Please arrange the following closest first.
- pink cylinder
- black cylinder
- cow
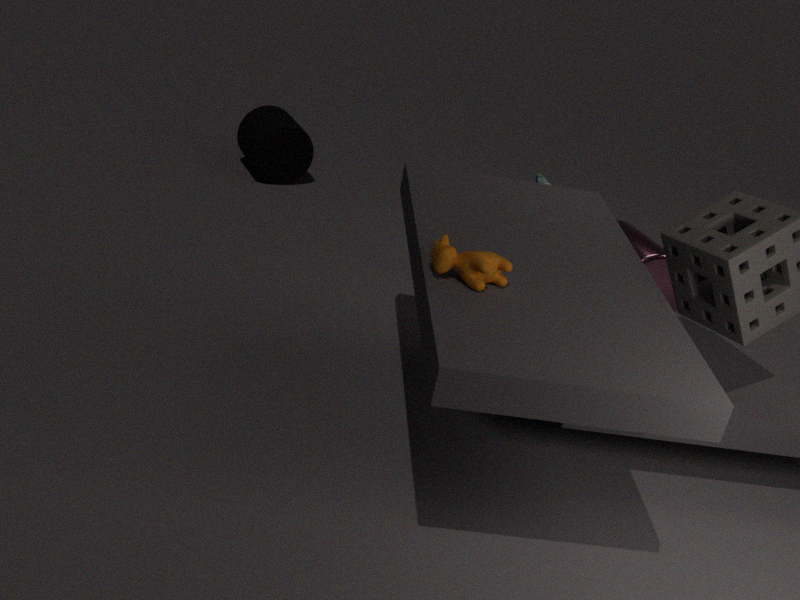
cow, pink cylinder, black cylinder
